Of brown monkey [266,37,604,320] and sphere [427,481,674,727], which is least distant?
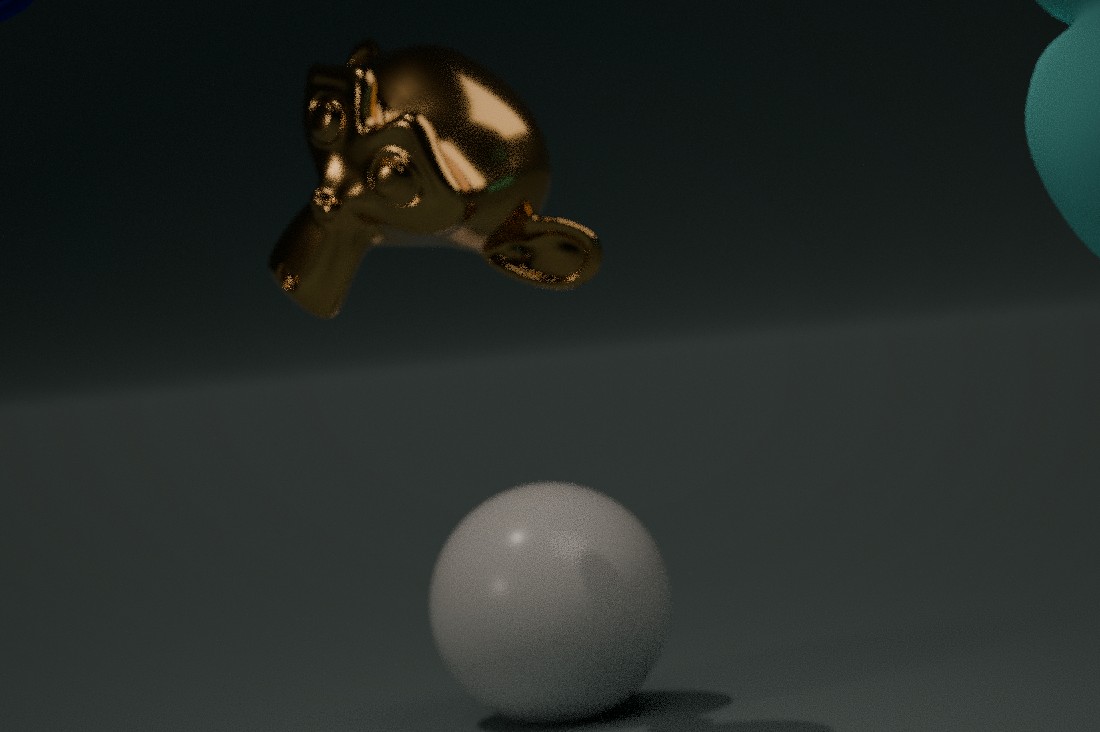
brown monkey [266,37,604,320]
